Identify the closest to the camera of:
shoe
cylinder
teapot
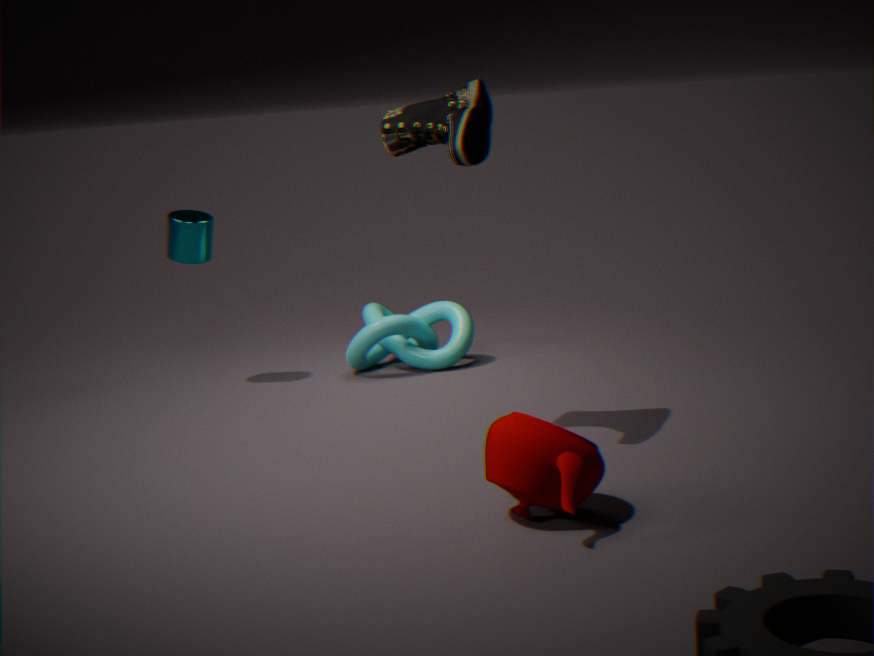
teapot
